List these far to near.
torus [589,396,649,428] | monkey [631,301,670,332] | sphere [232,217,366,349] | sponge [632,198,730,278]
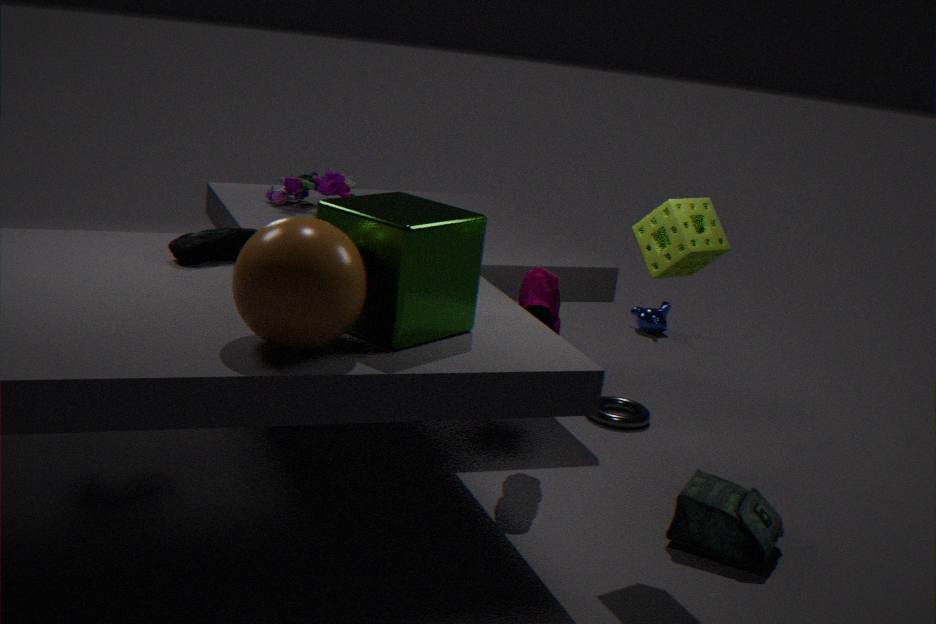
monkey [631,301,670,332] → torus [589,396,649,428] → sponge [632,198,730,278] → sphere [232,217,366,349]
